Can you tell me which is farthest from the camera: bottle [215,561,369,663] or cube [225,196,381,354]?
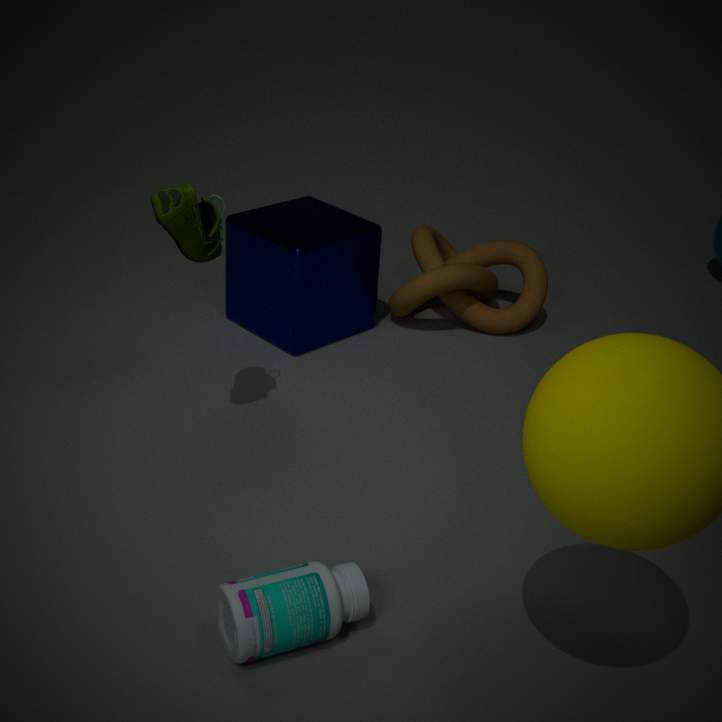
cube [225,196,381,354]
